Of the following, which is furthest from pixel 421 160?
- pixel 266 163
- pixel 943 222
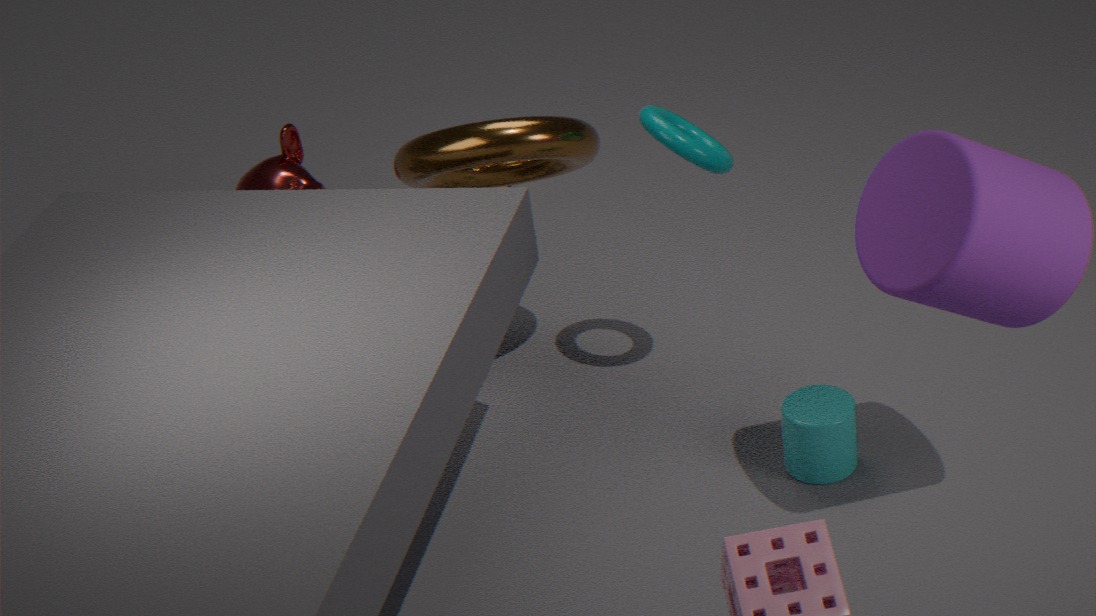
pixel 943 222
